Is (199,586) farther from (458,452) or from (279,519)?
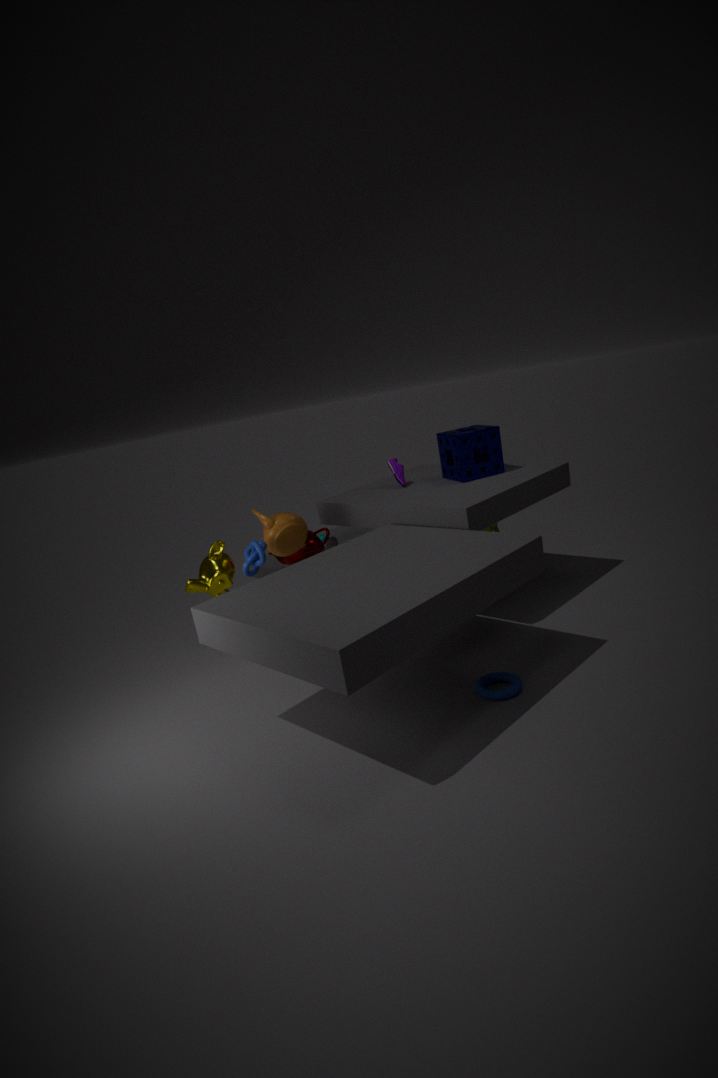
(458,452)
